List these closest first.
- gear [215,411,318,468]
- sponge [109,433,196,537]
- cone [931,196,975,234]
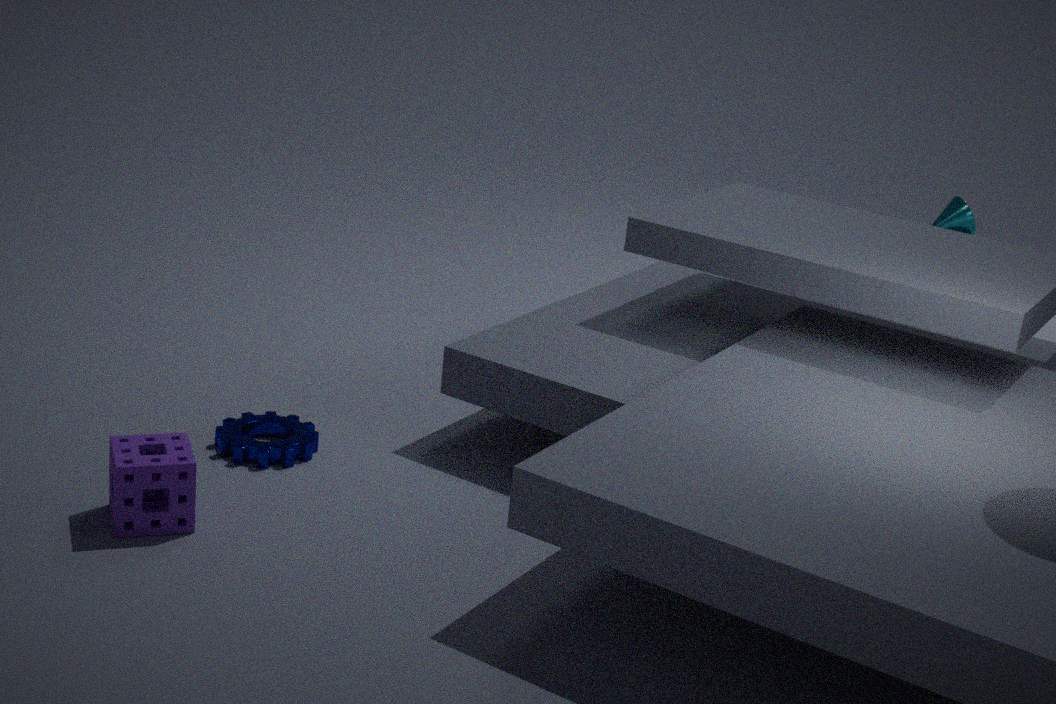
sponge [109,433,196,537], gear [215,411,318,468], cone [931,196,975,234]
